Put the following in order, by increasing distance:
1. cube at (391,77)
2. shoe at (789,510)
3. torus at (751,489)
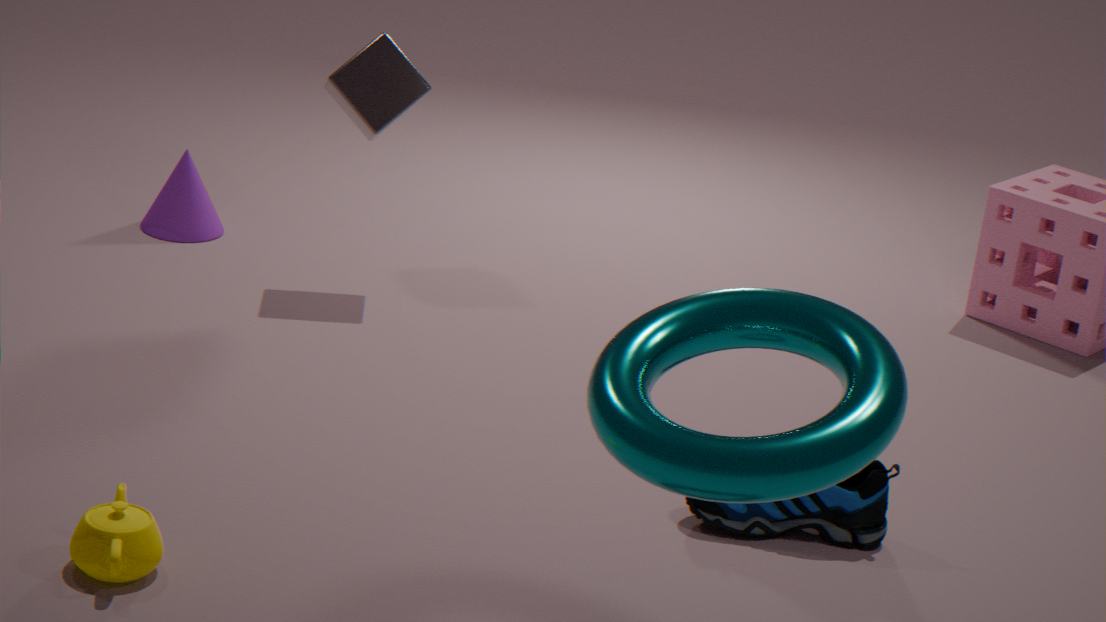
torus at (751,489), shoe at (789,510), cube at (391,77)
